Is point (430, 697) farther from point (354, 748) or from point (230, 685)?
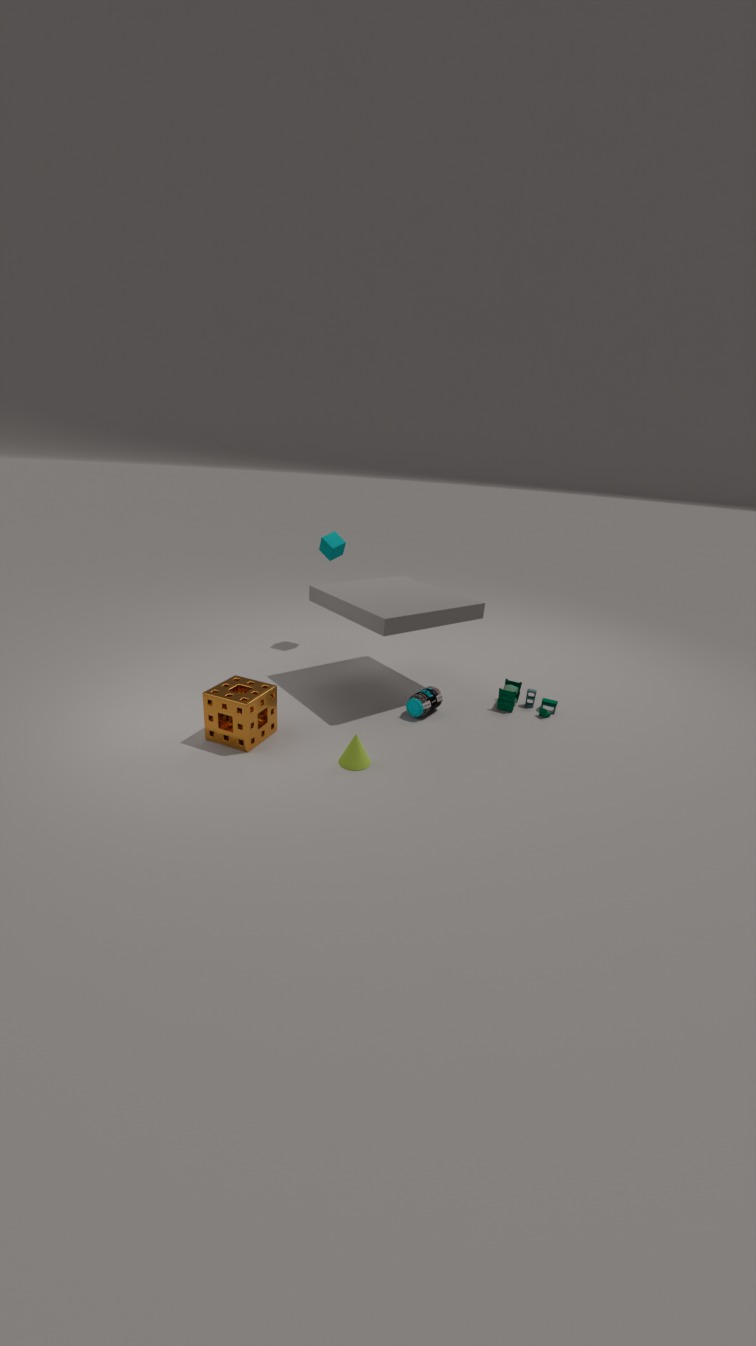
point (230, 685)
